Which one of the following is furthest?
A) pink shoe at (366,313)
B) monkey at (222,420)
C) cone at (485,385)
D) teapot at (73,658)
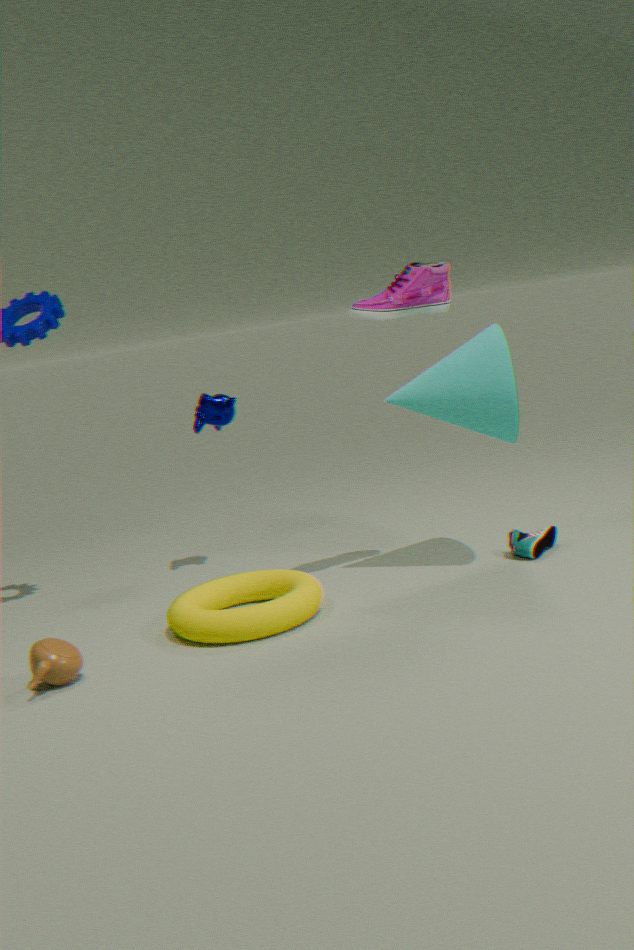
monkey at (222,420)
